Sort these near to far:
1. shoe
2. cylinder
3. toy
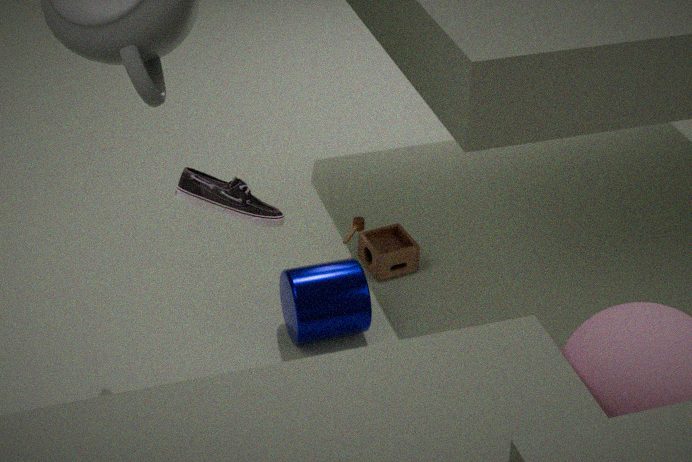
shoe, cylinder, toy
